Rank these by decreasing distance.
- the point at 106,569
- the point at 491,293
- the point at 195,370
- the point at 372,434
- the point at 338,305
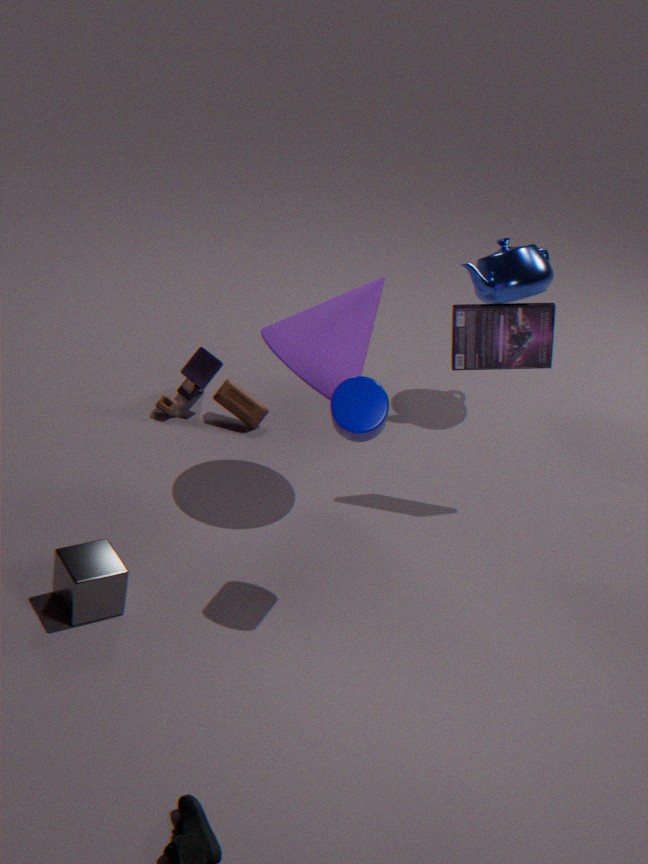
the point at 491,293 → the point at 195,370 → the point at 338,305 → the point at 372,434 → the point at 106,569
